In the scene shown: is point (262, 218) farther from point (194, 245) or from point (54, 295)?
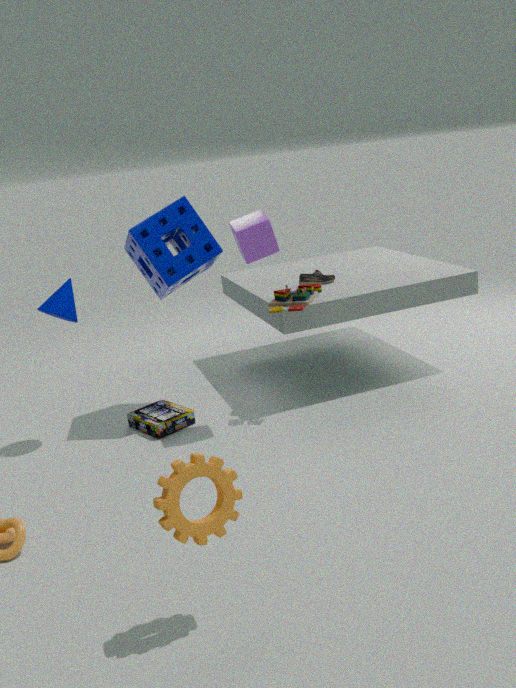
point (54, 295)
